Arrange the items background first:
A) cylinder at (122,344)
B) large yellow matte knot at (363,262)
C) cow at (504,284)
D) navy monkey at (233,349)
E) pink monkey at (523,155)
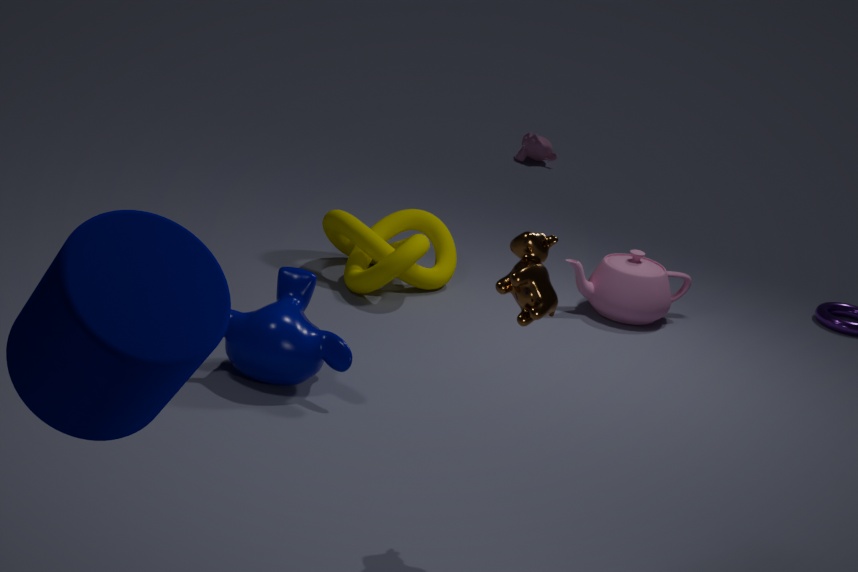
pink monkey at (523,155), large yellow matte knot at (363,262), navy monkey at (233,349), cow at (504,284), cylinder at (122,344)
